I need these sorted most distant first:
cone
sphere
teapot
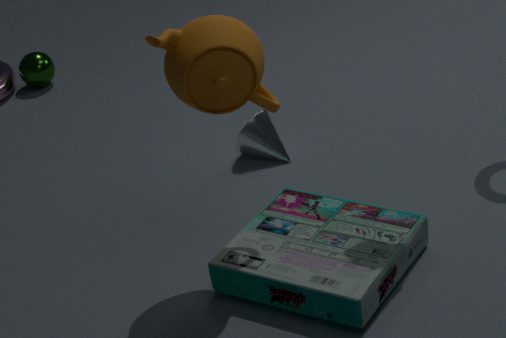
sphere, cone, teapot
